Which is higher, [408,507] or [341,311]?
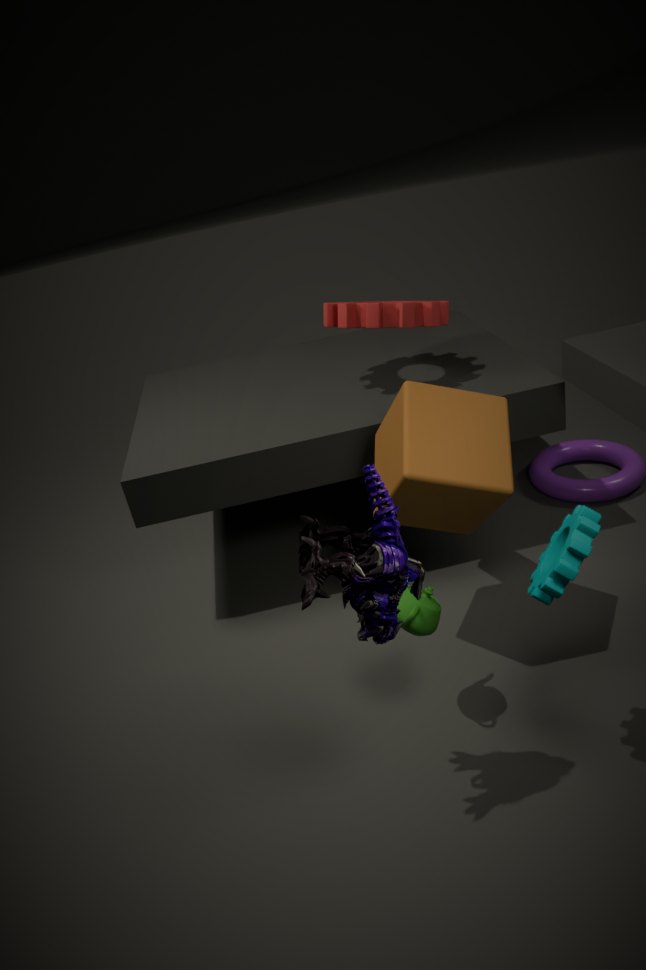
[341,311]
